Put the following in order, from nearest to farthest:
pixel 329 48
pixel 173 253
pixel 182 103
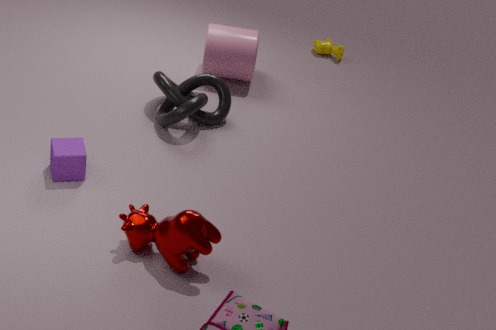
pixel 173 253 → pixel 182 103 → pixel 329 48
